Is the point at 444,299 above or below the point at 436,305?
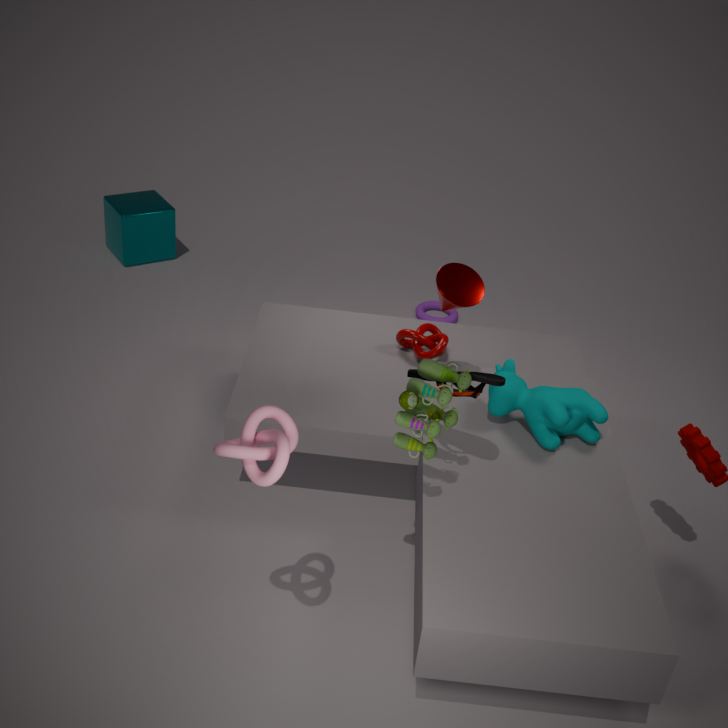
above
